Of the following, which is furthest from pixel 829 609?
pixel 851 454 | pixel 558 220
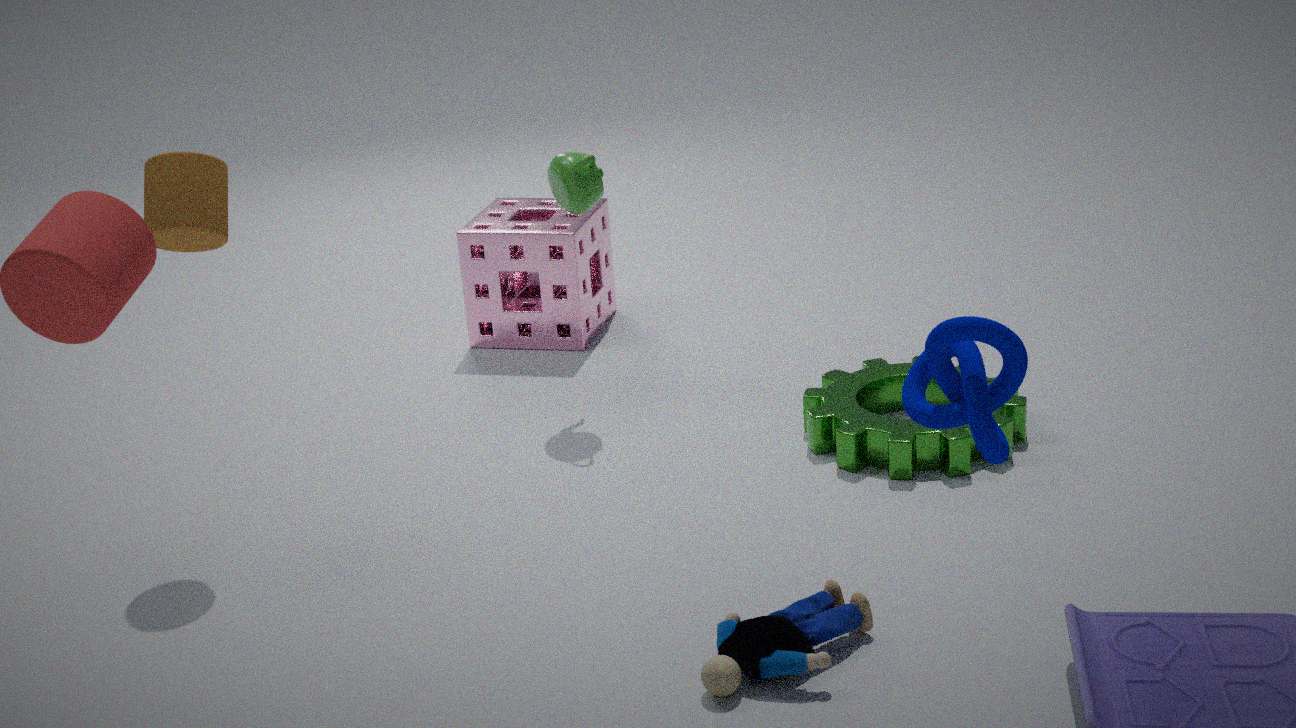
pixel 558 220
